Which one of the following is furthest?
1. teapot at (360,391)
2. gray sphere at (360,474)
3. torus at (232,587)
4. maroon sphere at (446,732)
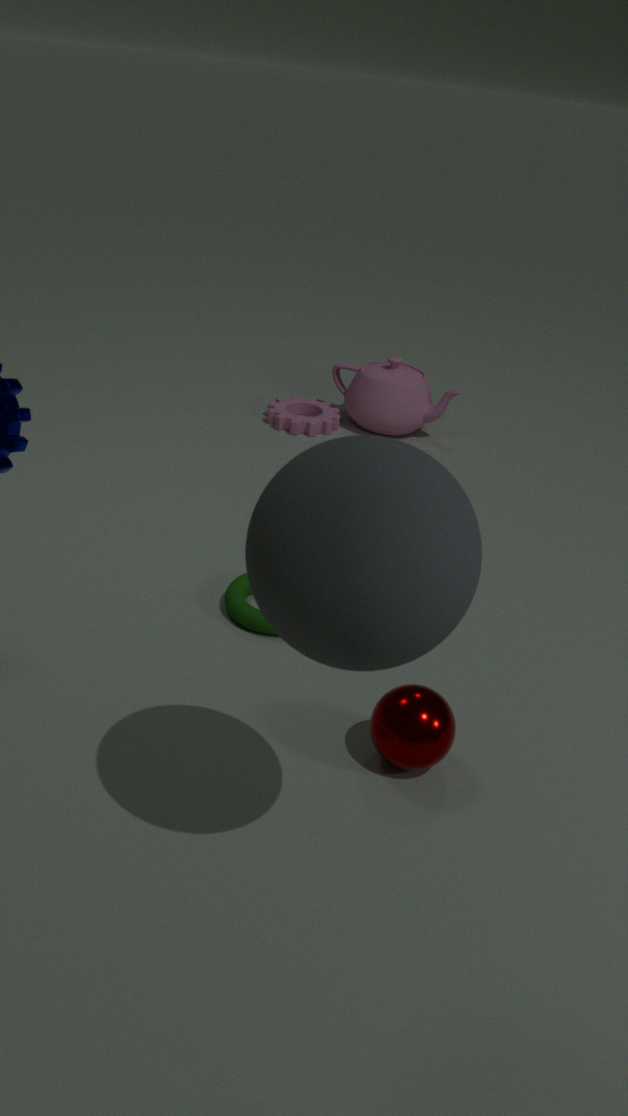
teapot at (360,391)
